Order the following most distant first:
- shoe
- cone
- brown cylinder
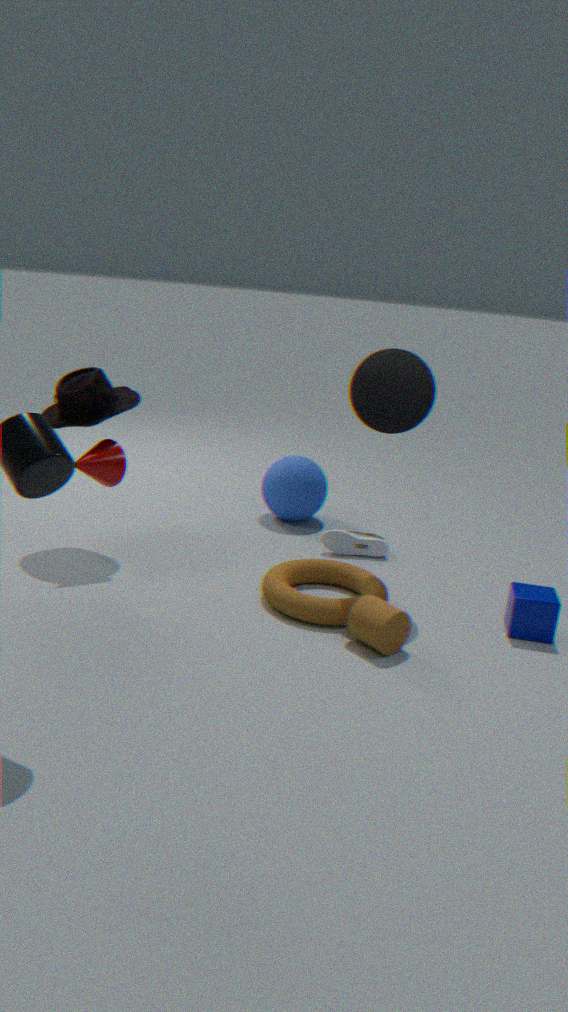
1. shoe
2. cone
3. brown cylinder
